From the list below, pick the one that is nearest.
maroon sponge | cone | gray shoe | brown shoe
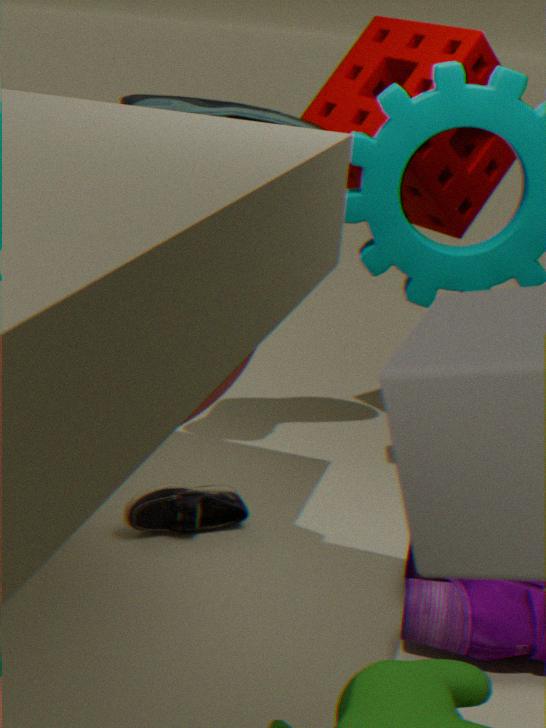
cone
